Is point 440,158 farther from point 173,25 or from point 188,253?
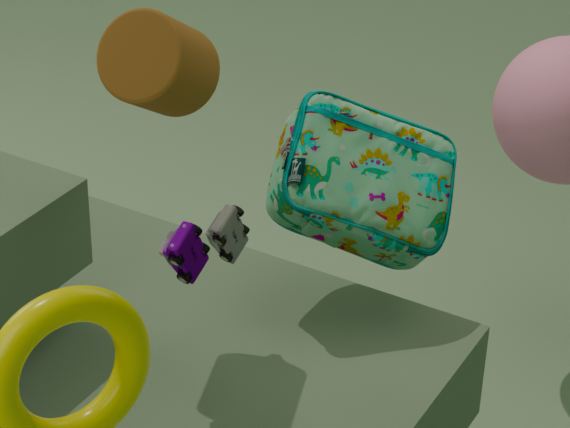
point 173,25
